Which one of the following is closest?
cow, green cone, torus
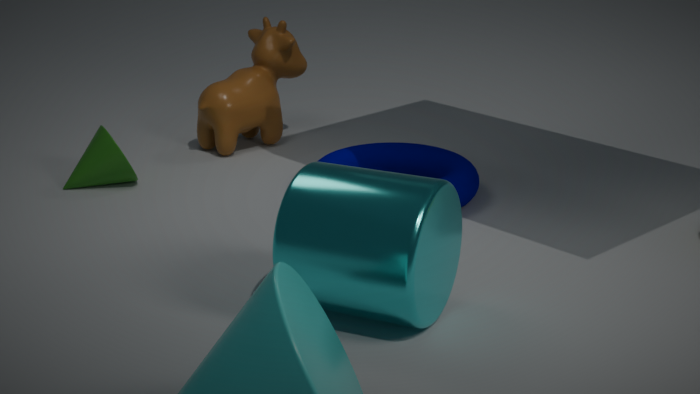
torus
